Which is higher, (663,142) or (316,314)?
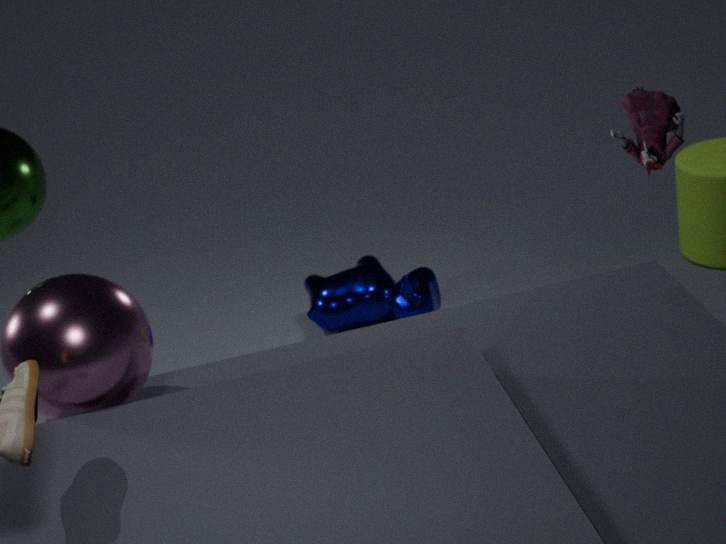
(663,142)
